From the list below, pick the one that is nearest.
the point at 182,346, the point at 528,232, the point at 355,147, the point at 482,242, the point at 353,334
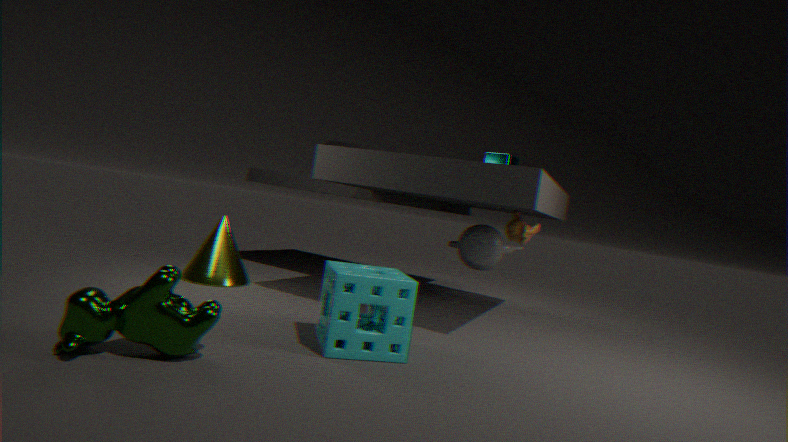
the point at 182,346
